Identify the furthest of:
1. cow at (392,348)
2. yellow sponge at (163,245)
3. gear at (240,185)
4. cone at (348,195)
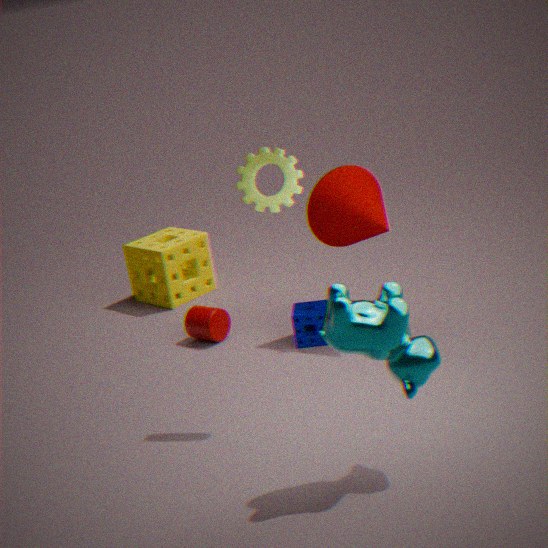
yellow sponge at (163,245)
